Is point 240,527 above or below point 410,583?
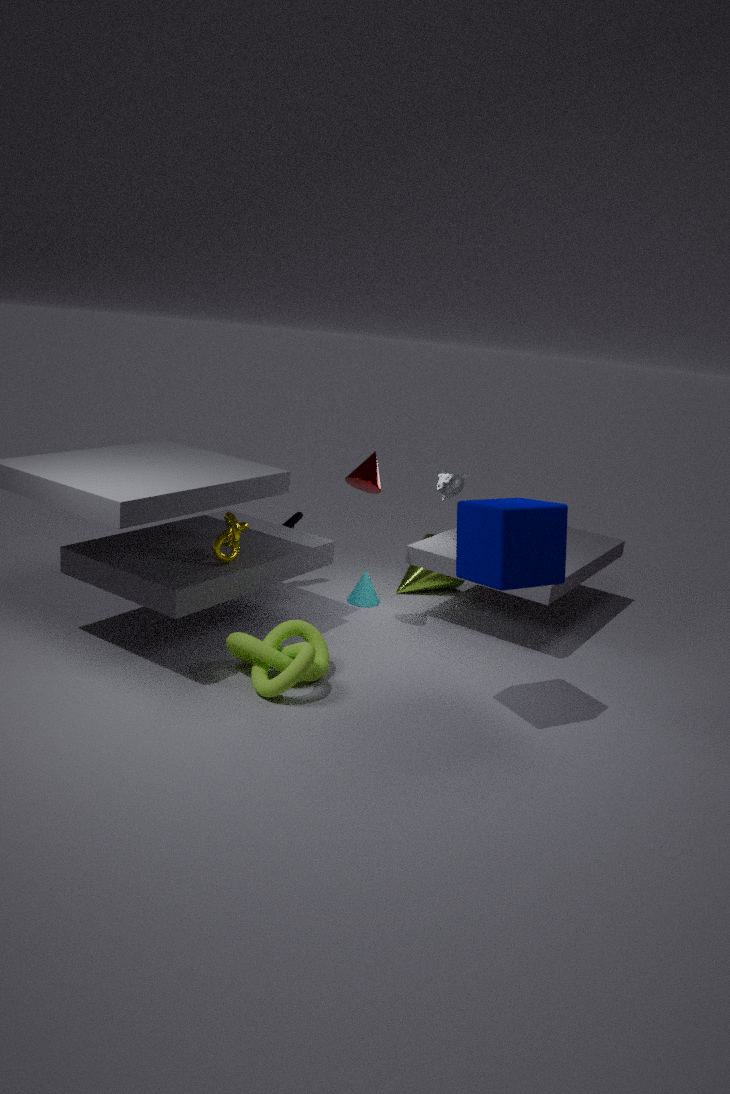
above
